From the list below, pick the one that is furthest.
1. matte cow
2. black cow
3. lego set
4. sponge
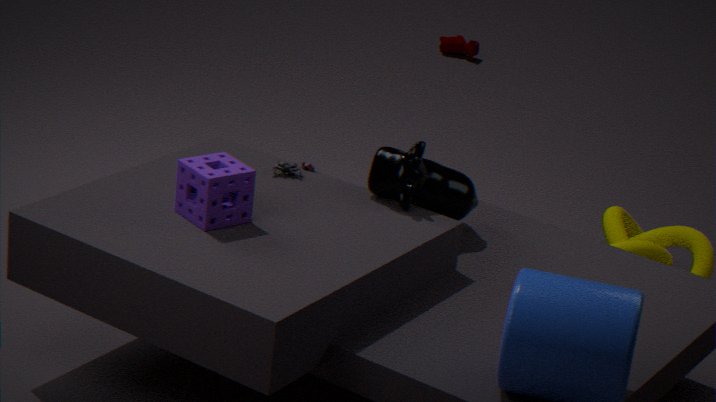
matte cow
